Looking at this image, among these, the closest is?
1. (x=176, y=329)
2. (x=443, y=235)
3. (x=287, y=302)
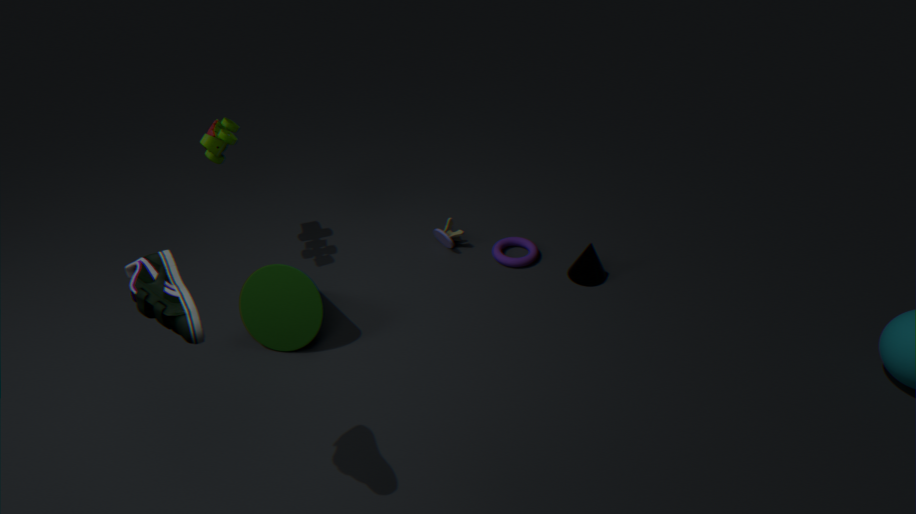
(x=176, y=329)
